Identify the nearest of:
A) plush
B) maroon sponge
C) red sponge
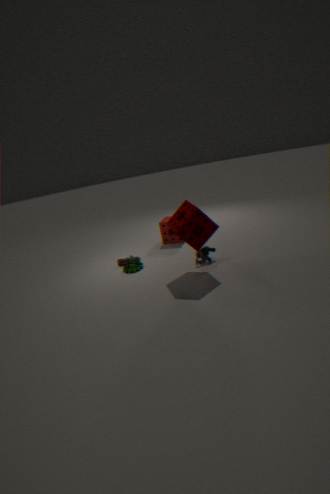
maroon sponge
